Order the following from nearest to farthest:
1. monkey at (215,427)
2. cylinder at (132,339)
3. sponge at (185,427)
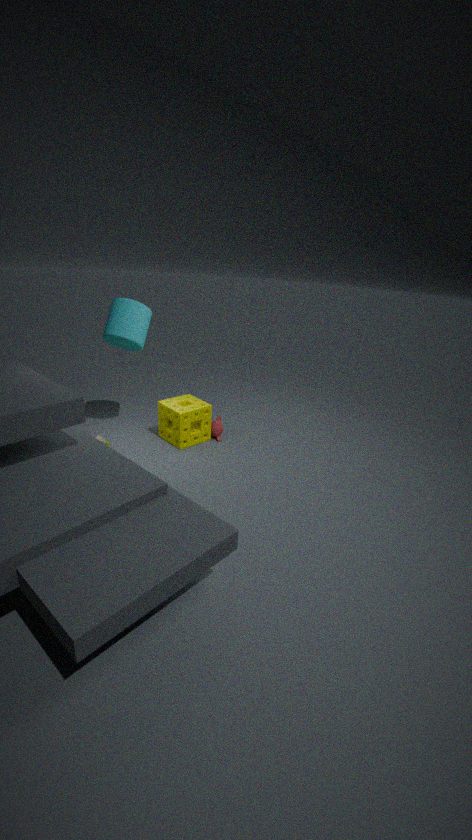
cylinder at (132,339)
sponge at (185,427)
monkey at (215,427)
